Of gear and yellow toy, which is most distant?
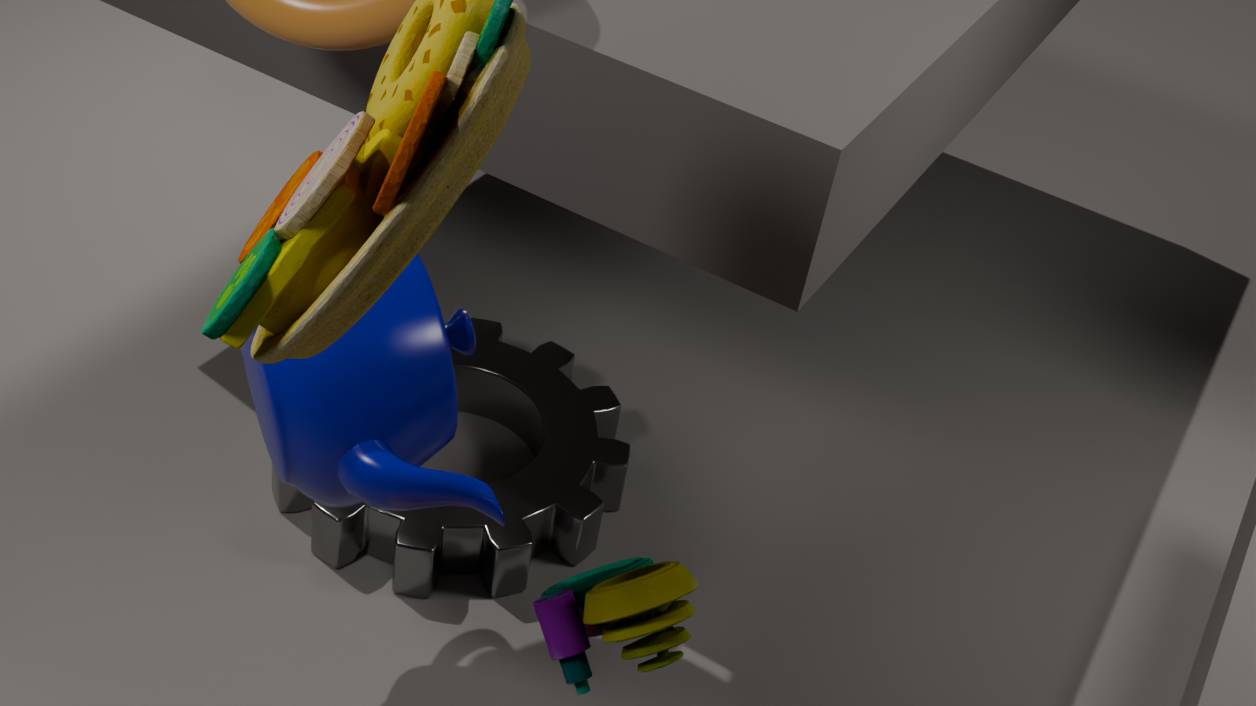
gear
